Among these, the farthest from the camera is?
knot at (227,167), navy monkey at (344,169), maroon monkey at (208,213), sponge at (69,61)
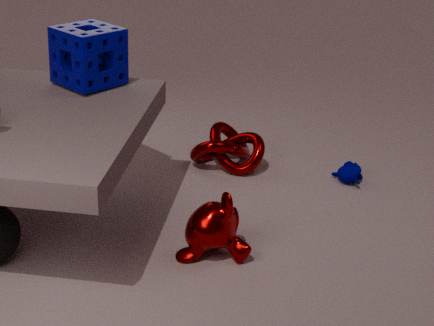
knot at (227,167)
